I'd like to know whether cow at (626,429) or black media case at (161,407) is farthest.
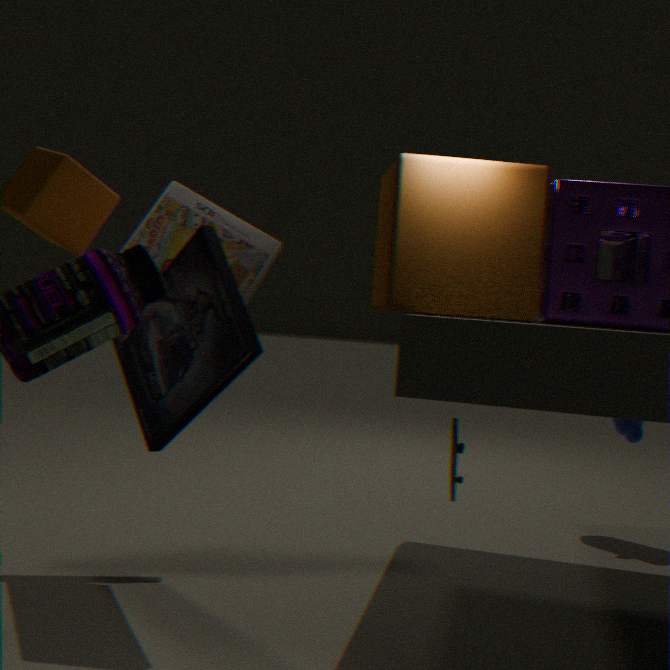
cow at (626,429)
